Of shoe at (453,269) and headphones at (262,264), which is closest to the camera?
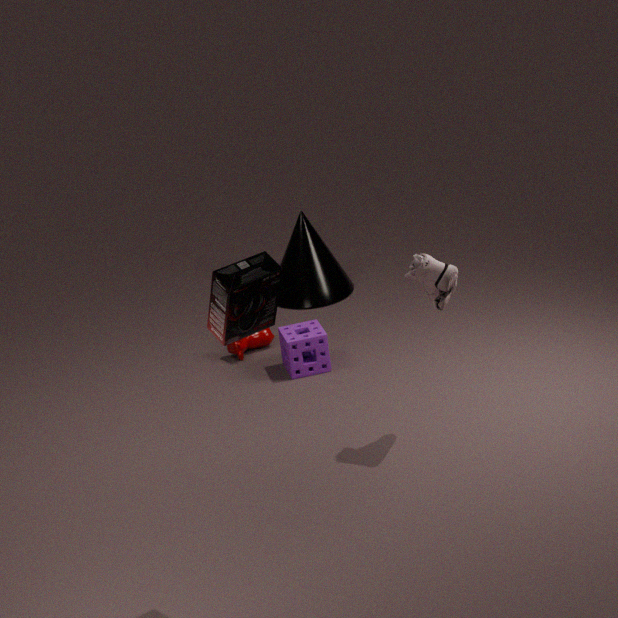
headphones at (262,264)
